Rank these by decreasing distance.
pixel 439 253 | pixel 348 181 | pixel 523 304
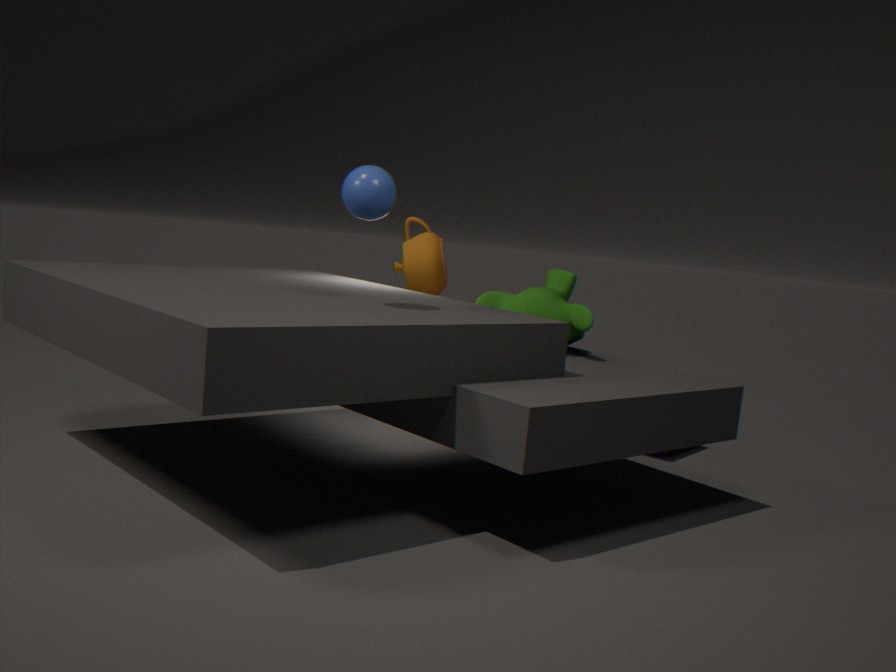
pixel 439 253 → pixel 523 304 → pixel 348 181
